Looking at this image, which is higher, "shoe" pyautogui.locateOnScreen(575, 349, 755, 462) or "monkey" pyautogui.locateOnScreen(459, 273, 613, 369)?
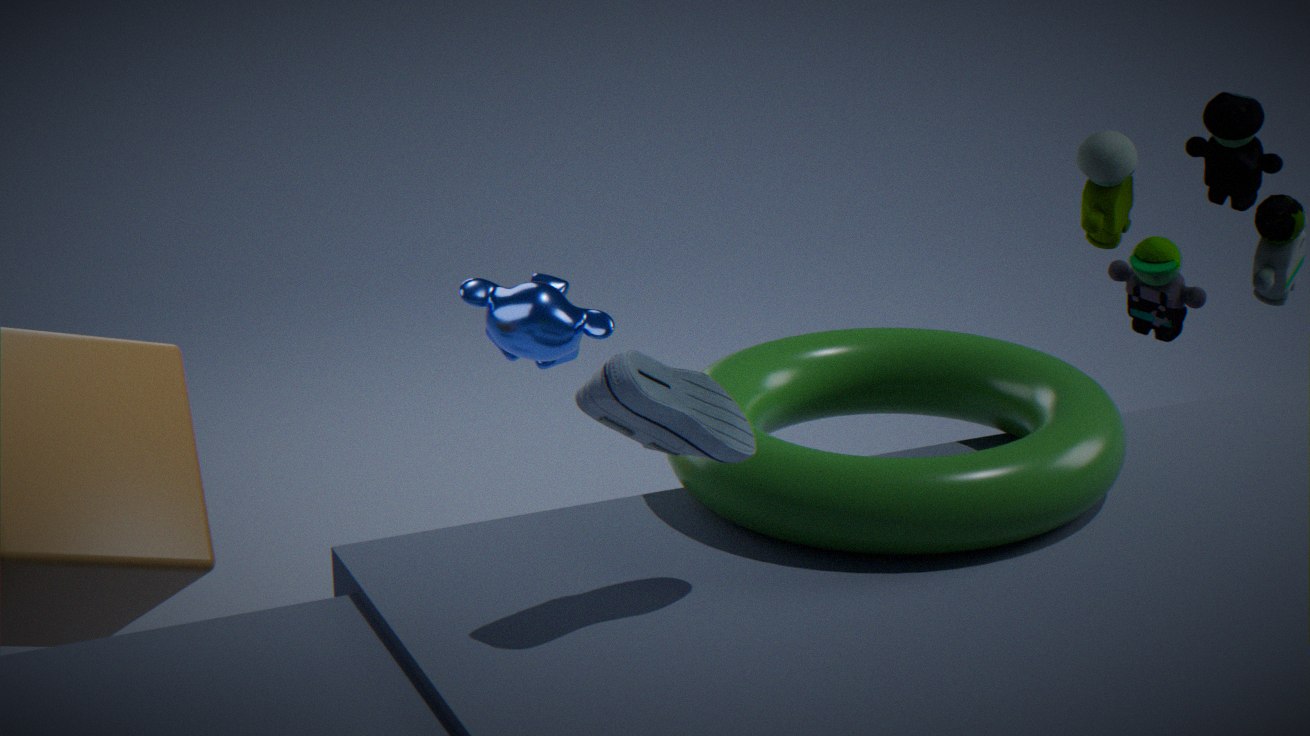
"shoe" pyautogui.locateOnScreen(575, 349, 755, 462)
